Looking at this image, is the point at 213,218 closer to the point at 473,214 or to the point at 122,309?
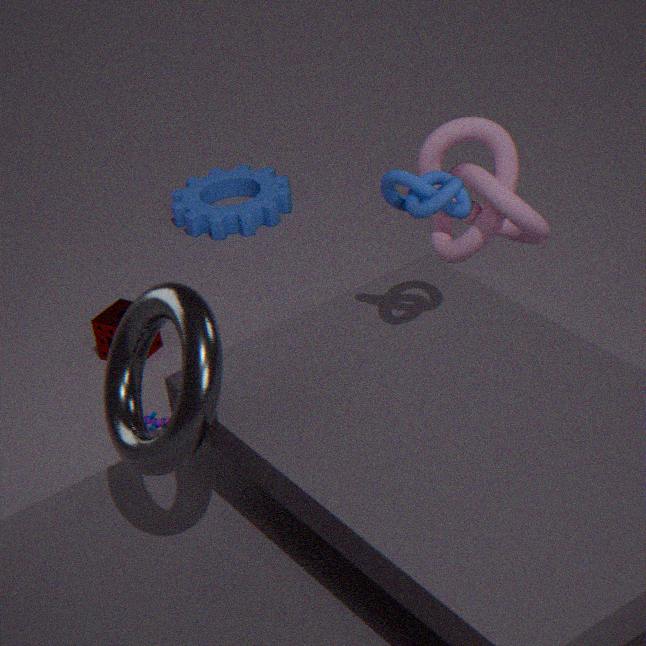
the point at 122,309
